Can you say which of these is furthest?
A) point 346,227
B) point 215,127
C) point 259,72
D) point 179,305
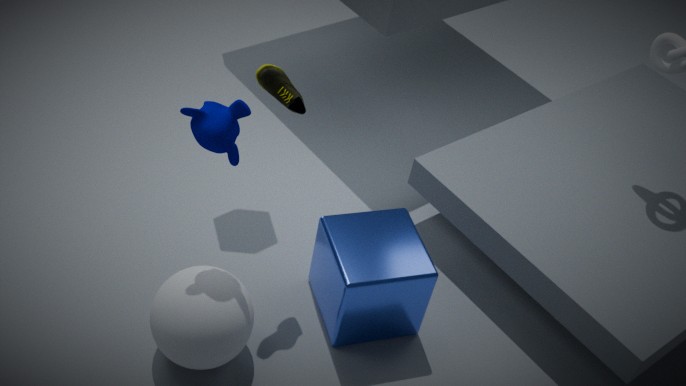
point 346,227
